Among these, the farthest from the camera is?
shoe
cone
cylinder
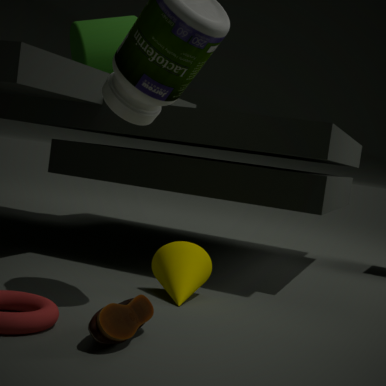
cylinder
